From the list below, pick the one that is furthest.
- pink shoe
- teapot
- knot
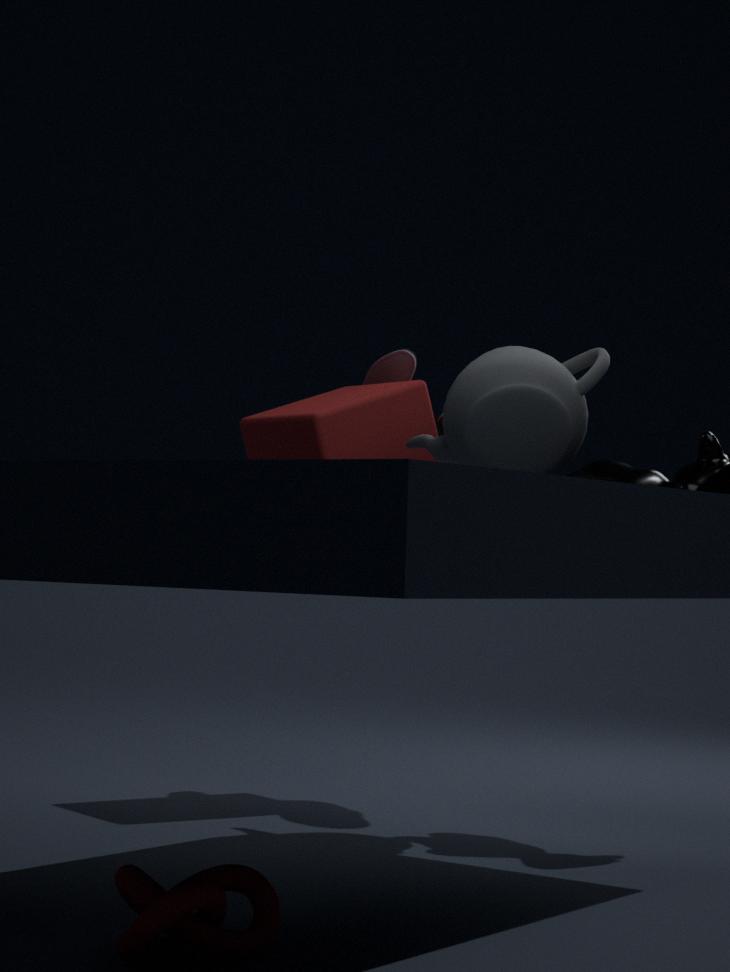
pink shoe
